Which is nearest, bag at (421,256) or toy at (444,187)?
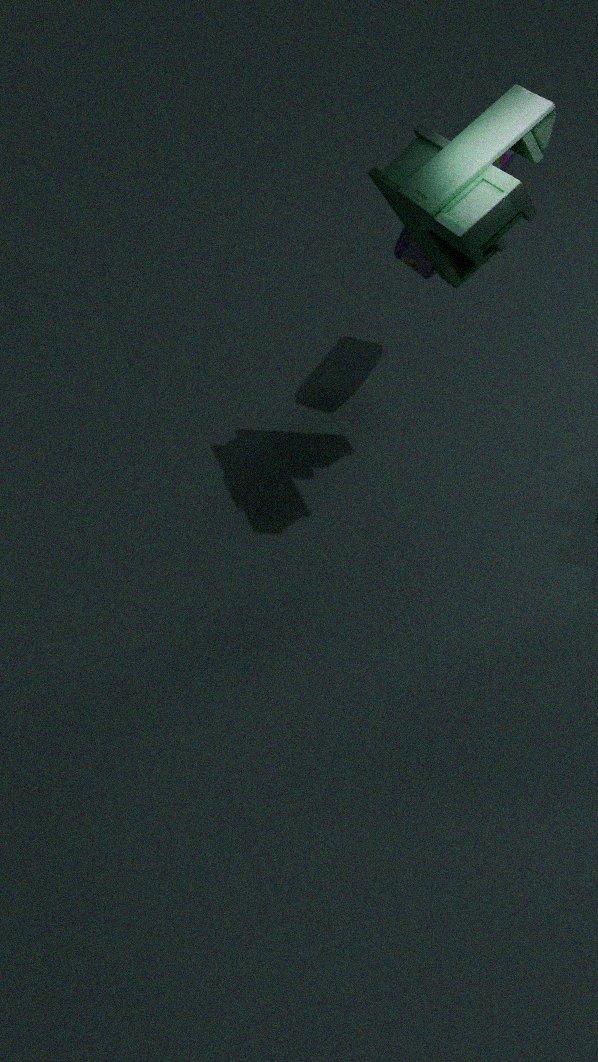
toy at (444,187)
